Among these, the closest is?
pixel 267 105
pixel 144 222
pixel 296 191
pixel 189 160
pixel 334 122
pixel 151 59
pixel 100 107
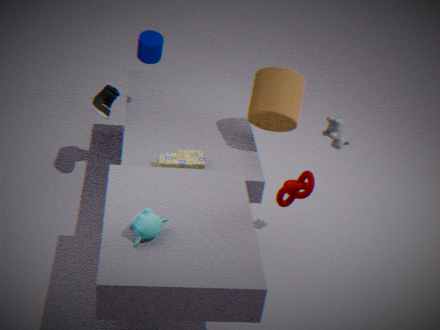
pixel 144 222
